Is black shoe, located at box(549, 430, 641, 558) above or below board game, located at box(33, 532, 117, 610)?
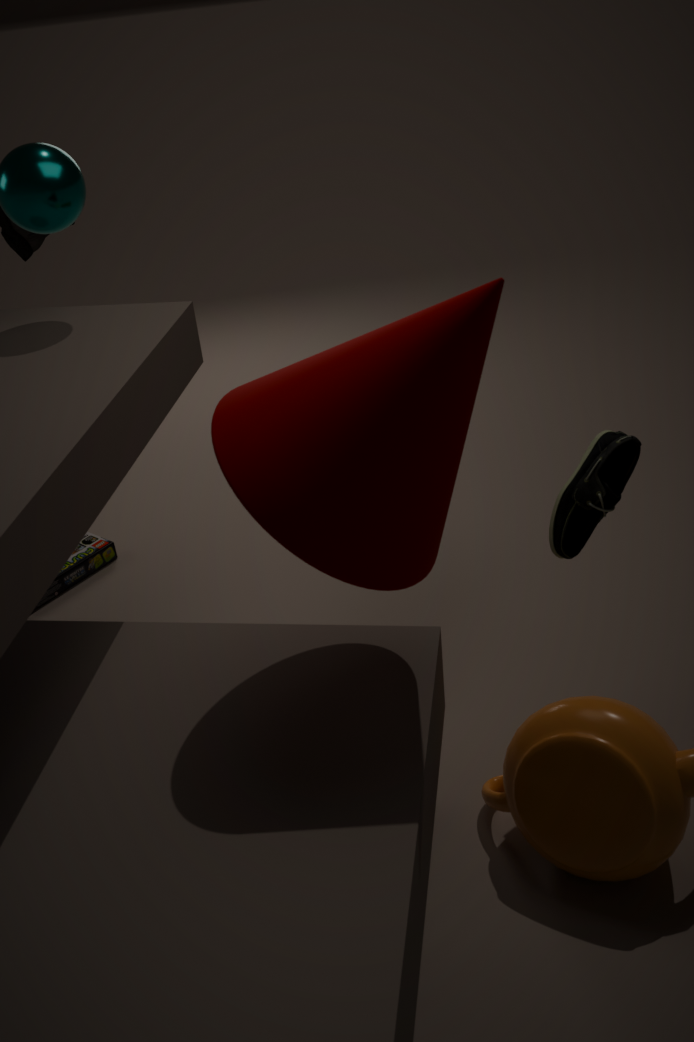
above
